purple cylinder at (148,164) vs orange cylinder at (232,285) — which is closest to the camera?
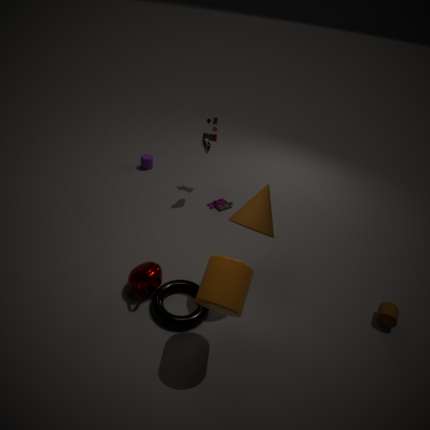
orange cylinder at (232,285)
